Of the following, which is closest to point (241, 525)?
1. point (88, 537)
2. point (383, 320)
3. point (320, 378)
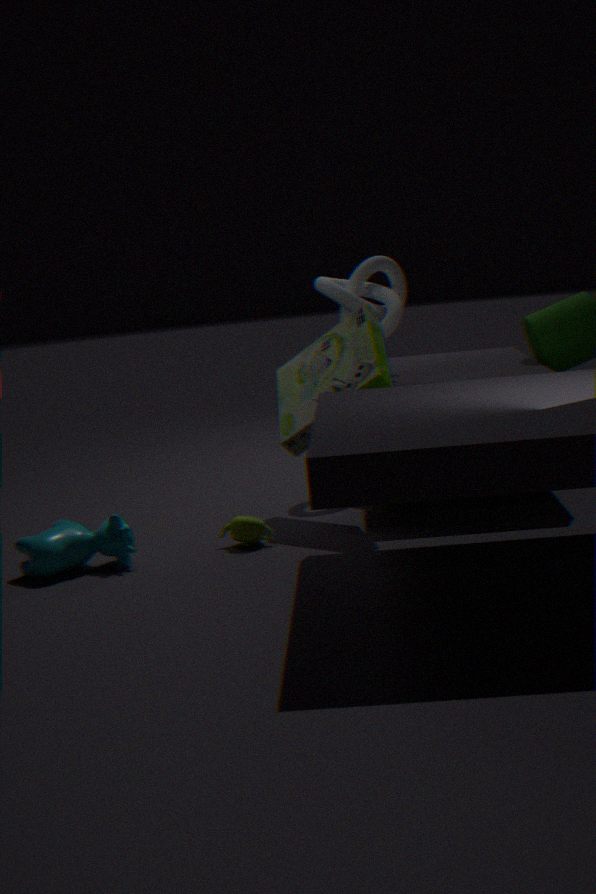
point (88, 537)
